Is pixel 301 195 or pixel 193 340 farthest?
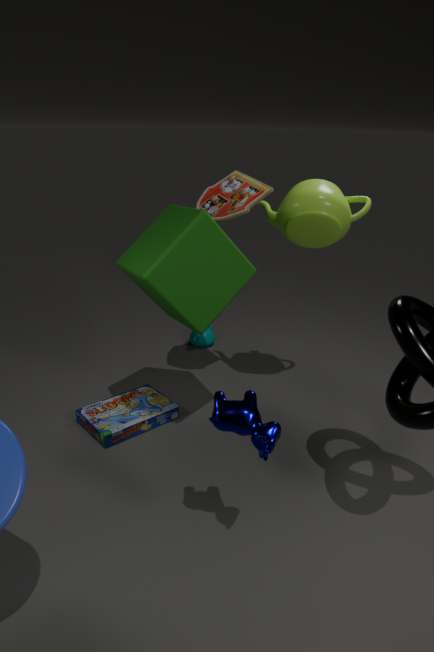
pixel 193 340
